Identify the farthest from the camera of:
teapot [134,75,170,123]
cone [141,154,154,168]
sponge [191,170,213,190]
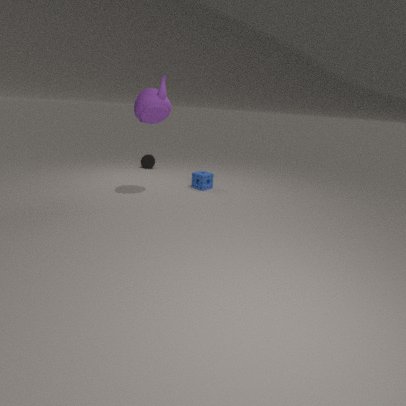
cone [141,154,154,168]
